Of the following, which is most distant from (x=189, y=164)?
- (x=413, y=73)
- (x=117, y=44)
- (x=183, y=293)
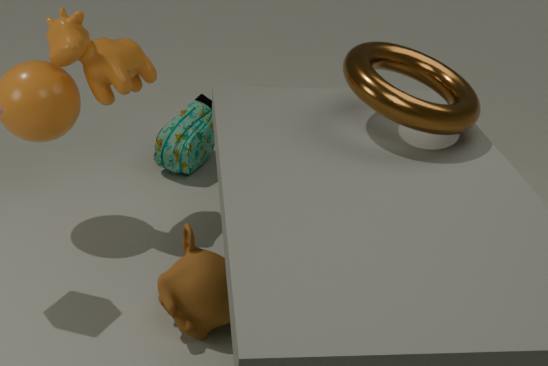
(x=413, y=73)
